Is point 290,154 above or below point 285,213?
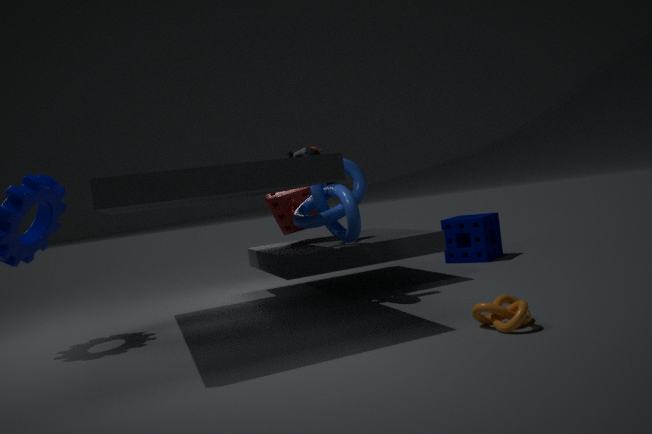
above
